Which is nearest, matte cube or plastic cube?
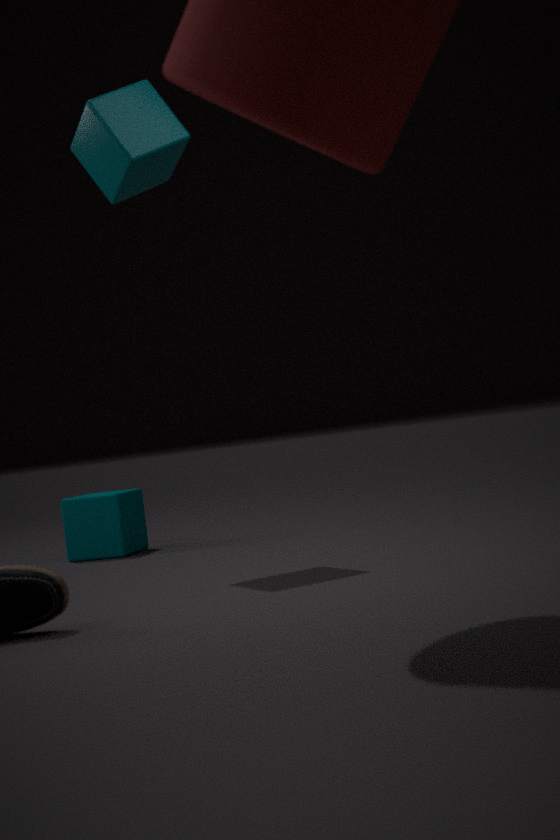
plastic cube
